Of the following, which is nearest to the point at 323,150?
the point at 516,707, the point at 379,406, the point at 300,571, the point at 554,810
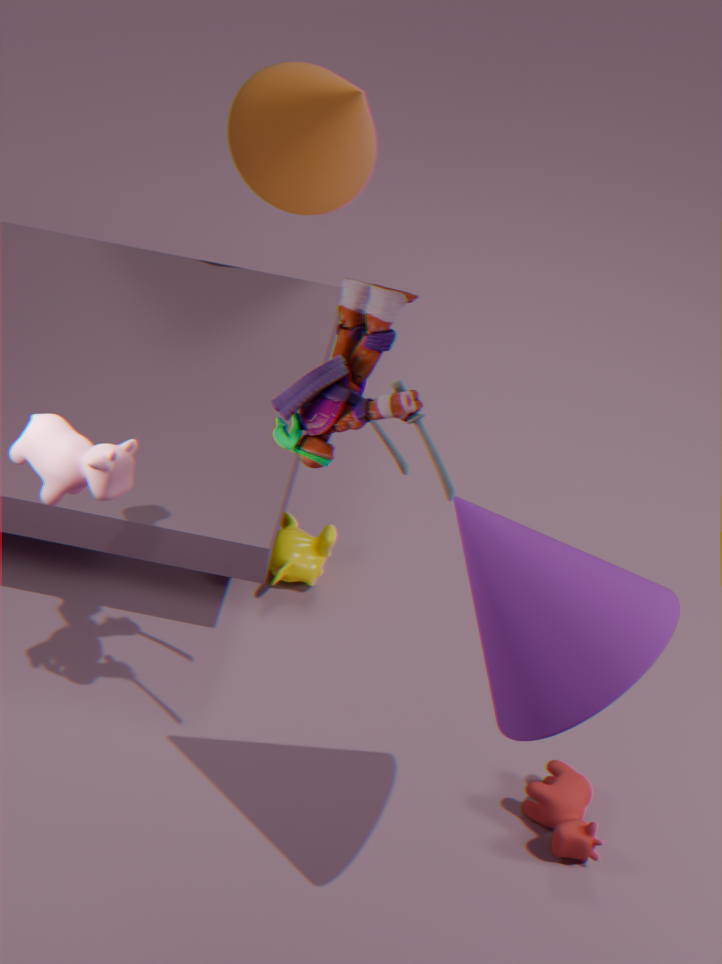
the point at 300,571
